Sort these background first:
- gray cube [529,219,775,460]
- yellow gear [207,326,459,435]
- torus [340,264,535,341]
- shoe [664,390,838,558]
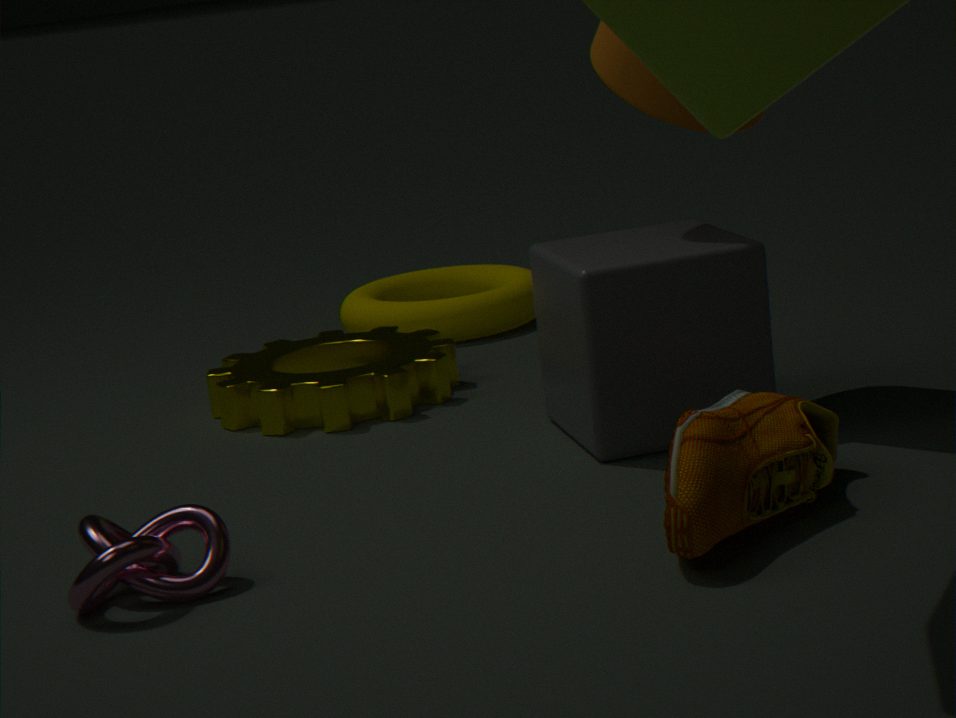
torus [340,264,535,341], yellow gear [207,326,459,435], gray cube [529,219,775,460], shoe [664,390,838,558]
